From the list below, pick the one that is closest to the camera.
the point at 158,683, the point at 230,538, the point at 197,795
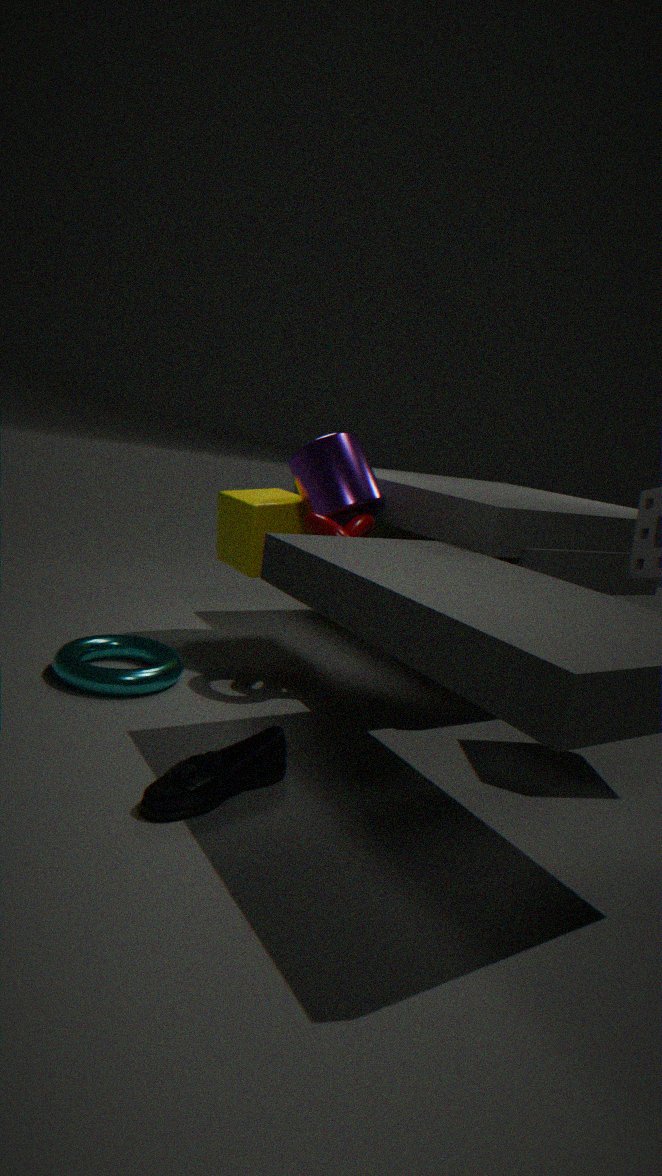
the point at 197,795
